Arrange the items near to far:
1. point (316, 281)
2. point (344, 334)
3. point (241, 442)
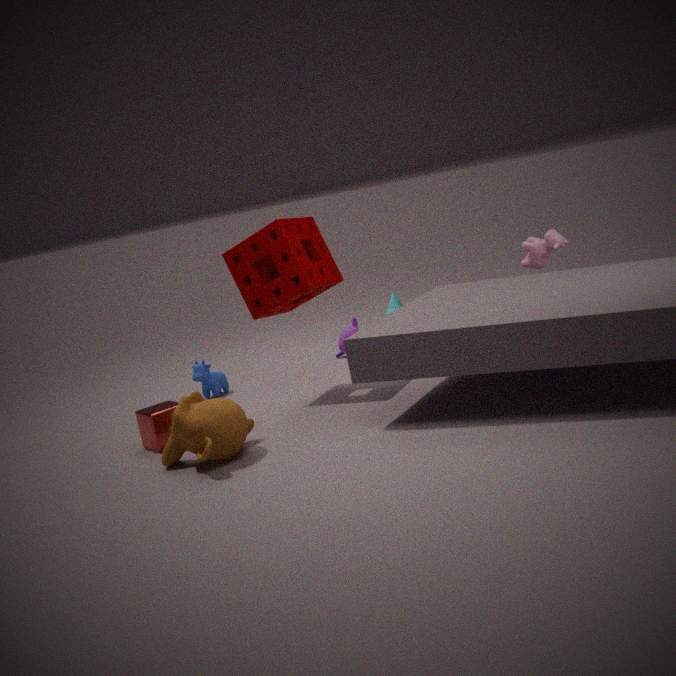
point (241, 442)
point (316, 281)
point (344, 334)
